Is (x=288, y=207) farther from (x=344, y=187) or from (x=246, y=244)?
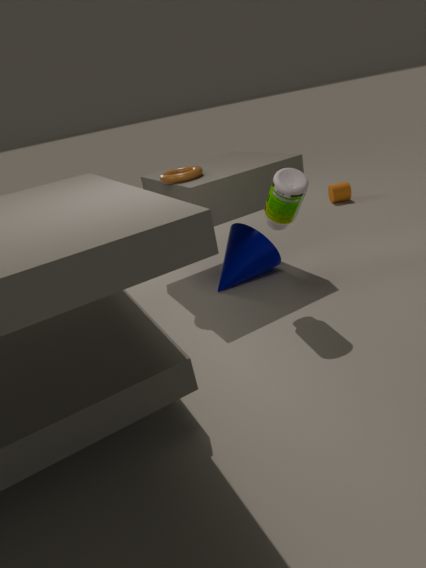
(x=344, y=187)
